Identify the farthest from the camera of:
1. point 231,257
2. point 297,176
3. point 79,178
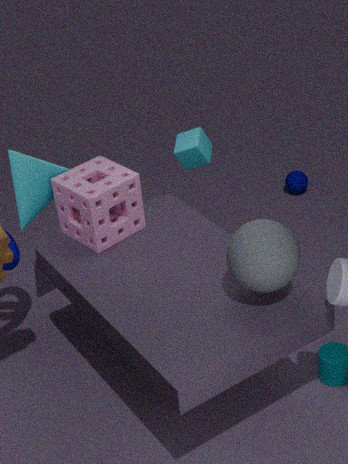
point 297,176
